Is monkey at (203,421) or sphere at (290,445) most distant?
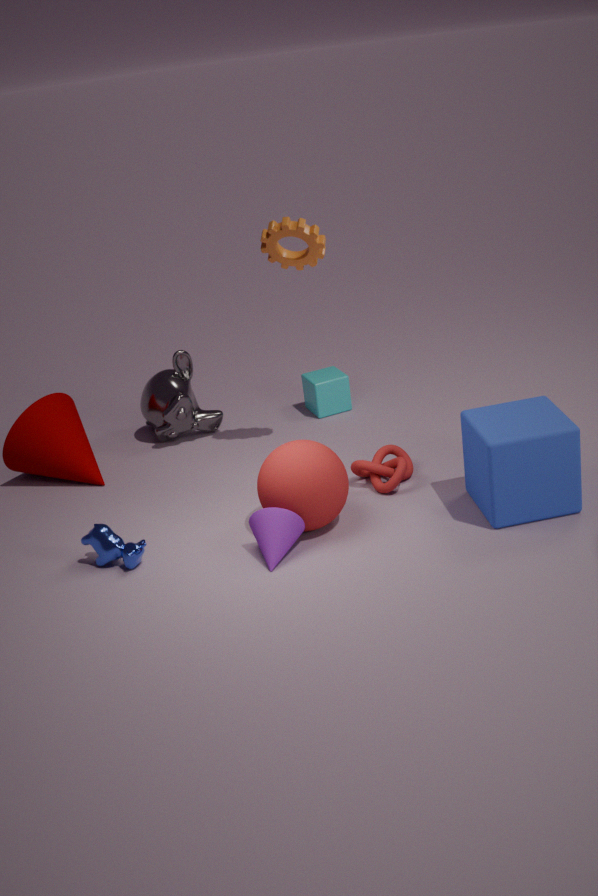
monkey at (203,421)
